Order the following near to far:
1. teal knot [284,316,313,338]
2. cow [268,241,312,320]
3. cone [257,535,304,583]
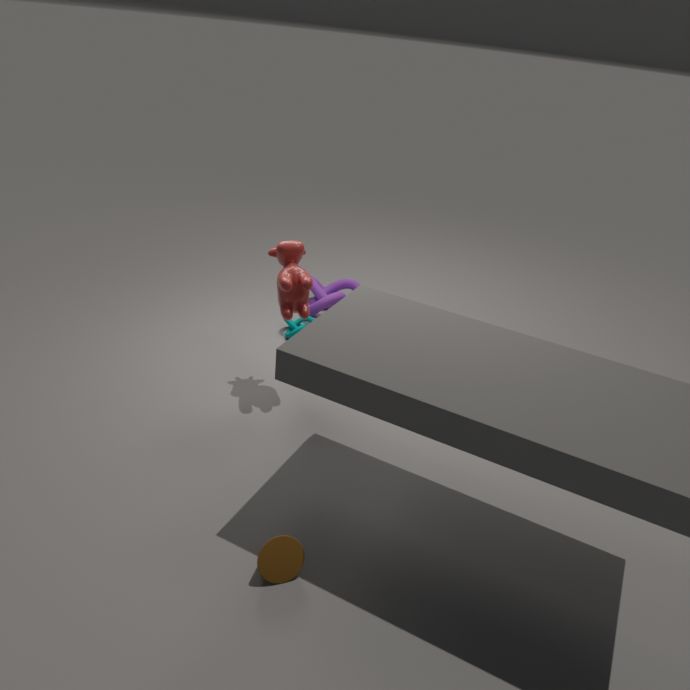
cone [257,535,304,583]
cow [268,241,312,320]
teal knot [284,316,313,338]
